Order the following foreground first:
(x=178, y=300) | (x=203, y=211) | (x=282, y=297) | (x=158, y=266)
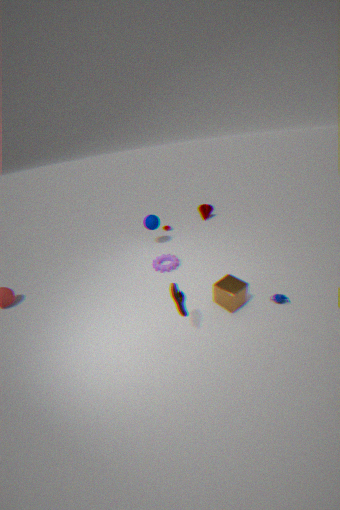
(x=178, y=300) < (x=282, y=297) < (x=158, y=266) < (x=203, y=211)
